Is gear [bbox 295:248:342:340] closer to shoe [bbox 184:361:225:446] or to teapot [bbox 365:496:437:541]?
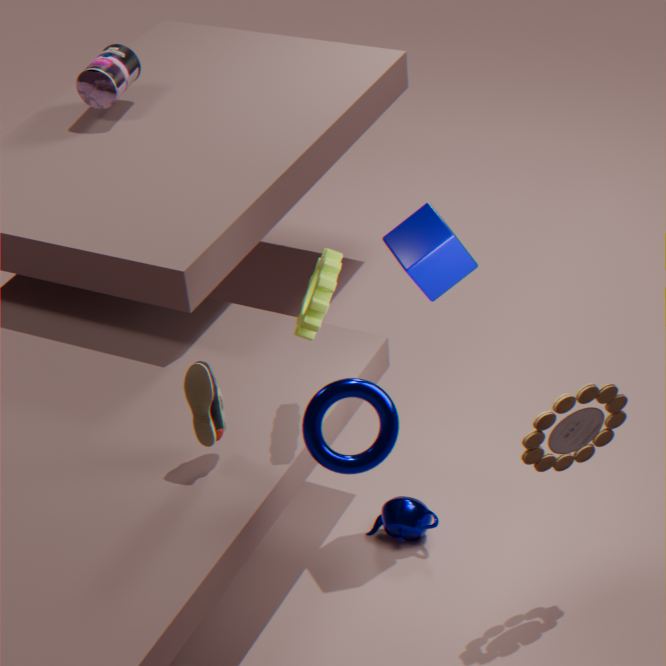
shoe [bbox 184:361:225:446]
